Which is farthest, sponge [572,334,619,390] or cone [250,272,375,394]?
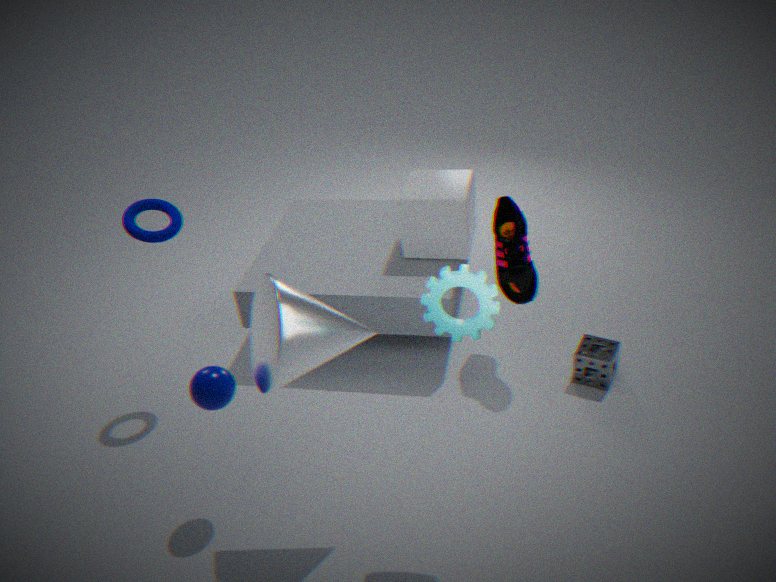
sponge [572,334,619,390]
